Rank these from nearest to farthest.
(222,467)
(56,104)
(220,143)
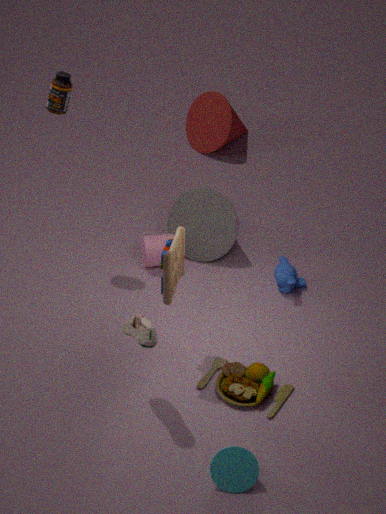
(222,467) < (56,104) < (220,143)
